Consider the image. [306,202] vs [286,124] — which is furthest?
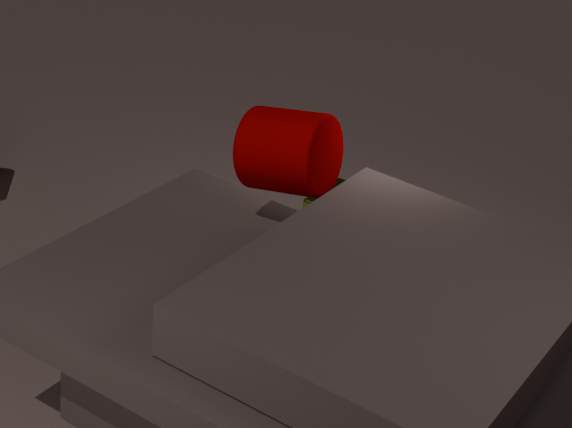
[306,202]
